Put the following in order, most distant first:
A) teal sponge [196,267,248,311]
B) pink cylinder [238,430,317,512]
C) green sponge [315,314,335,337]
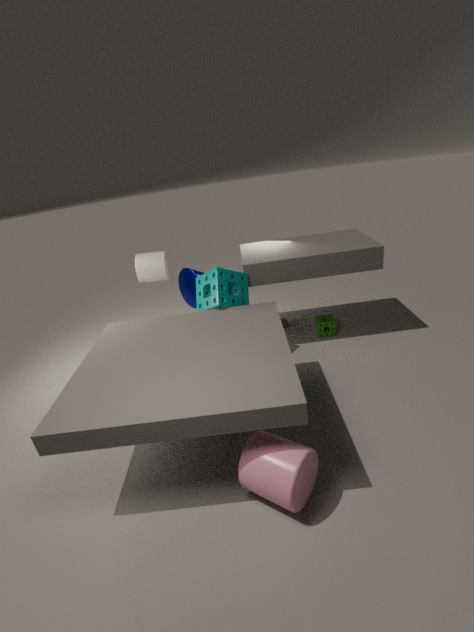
green sponge [315,314,335,337] → teal sponge [196,267,248,311] → pink cylinder [238,430,317,512]
